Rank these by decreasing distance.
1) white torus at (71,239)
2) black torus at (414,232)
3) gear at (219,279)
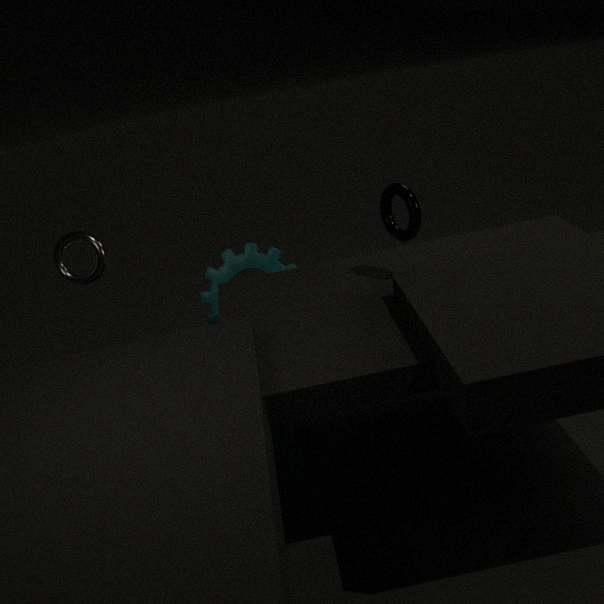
3. gear at (219,279)
1. white torus at (71,239)
2. black torus at (414,232)
